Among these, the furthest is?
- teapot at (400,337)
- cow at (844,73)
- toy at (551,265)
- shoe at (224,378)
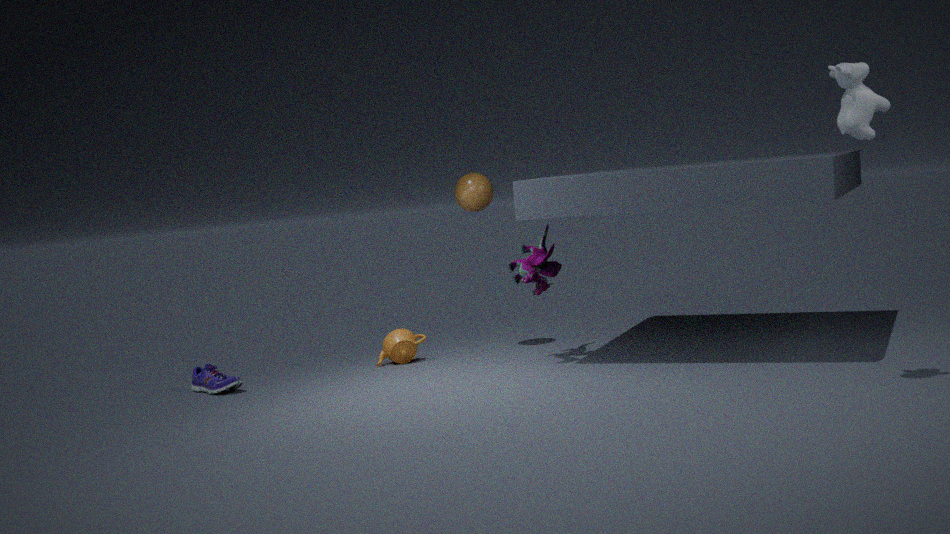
teapot at (400,337)
